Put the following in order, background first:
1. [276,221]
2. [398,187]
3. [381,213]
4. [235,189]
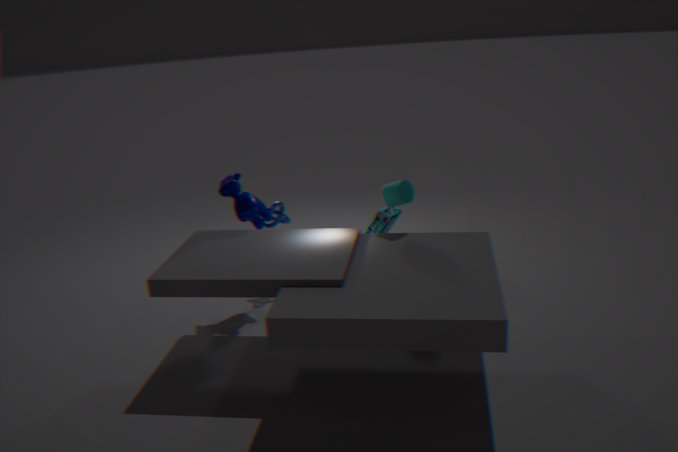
1. [276,221]
2. [381,213]
3. [235,189]
4. [398,187]
